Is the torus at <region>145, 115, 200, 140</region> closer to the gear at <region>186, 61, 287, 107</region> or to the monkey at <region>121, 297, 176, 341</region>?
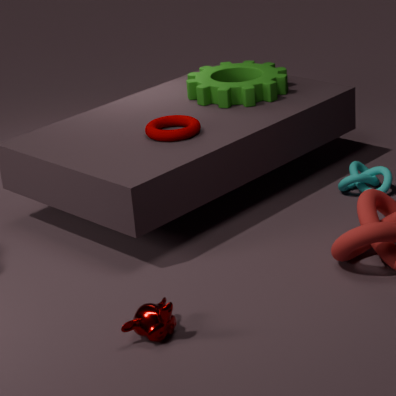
the gear at <region>186, 61, 287, 107</region>
